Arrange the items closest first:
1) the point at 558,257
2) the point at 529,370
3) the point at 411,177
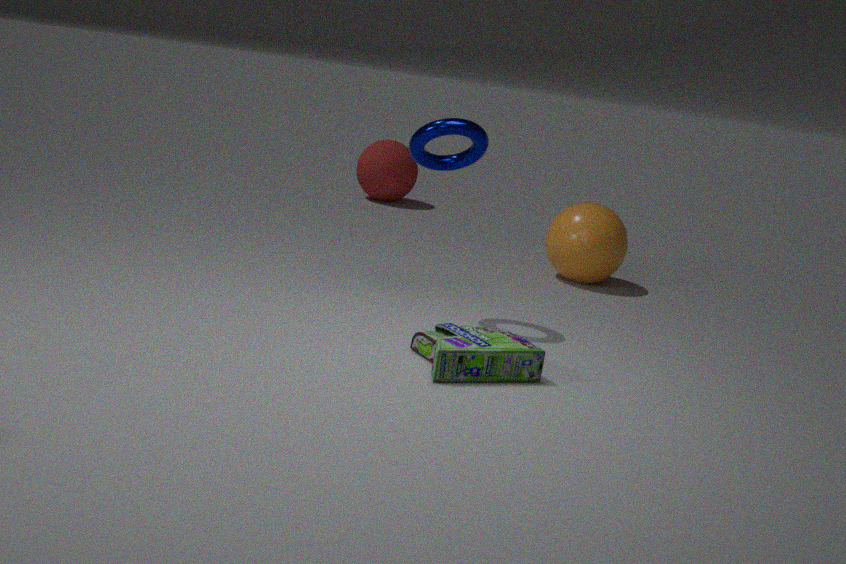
2. the point at 529,370
1. the point at 558,257
3. the point at 411,177
